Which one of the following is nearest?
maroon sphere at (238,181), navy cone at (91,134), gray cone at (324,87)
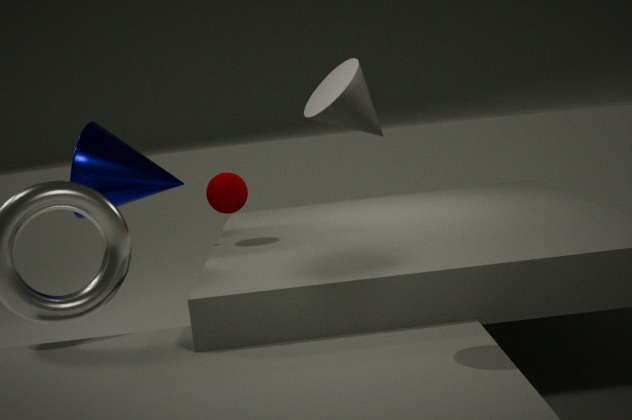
gray cone at (324,87)
